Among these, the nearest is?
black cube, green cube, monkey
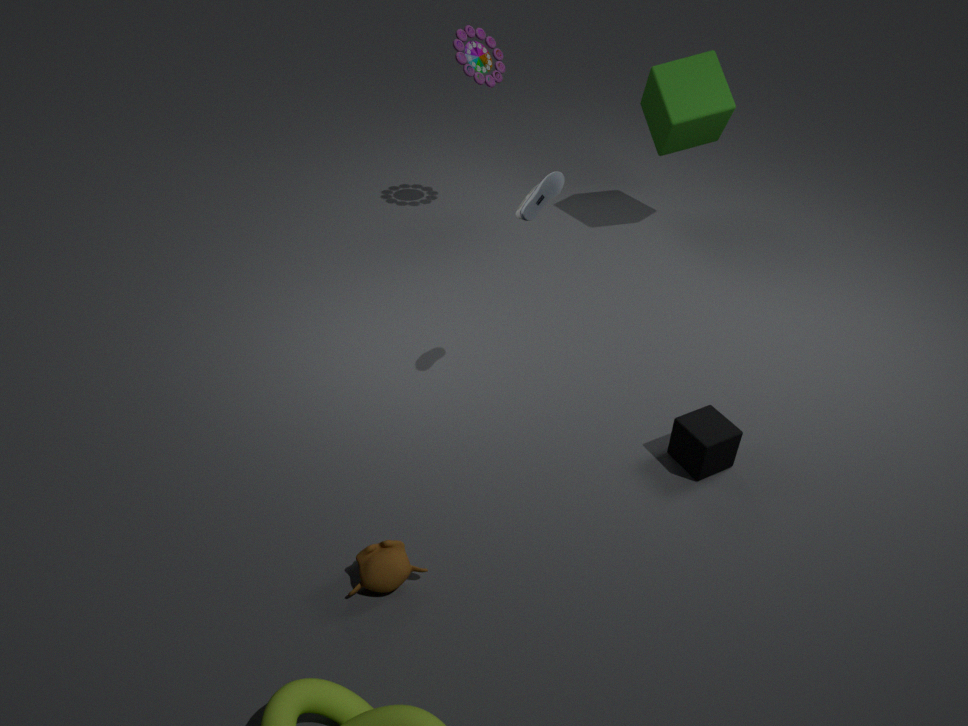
monkey
